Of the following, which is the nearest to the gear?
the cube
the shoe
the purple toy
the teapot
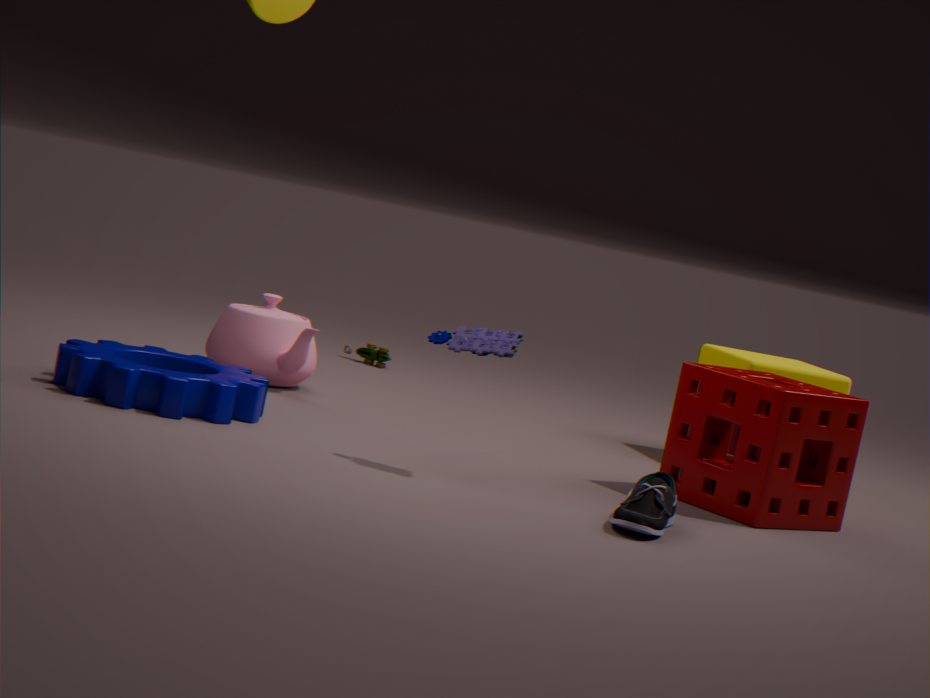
the teapot
